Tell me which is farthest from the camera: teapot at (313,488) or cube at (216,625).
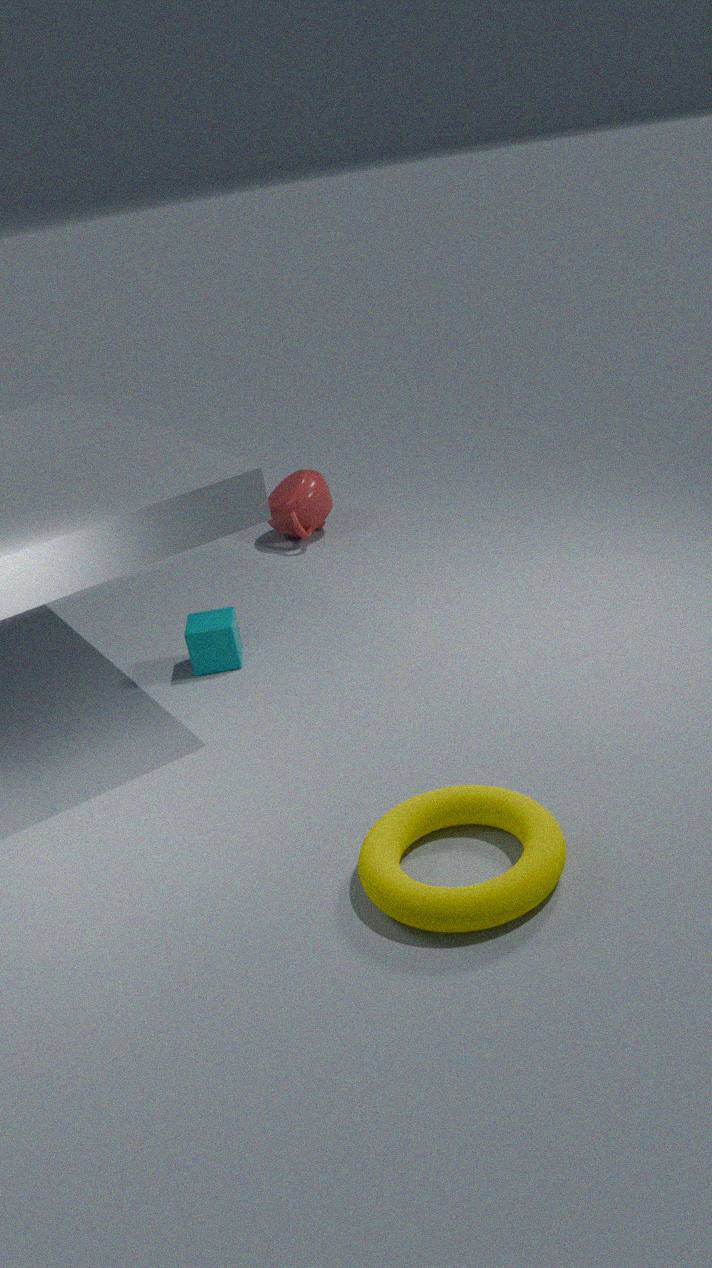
teapot at (313,488)
